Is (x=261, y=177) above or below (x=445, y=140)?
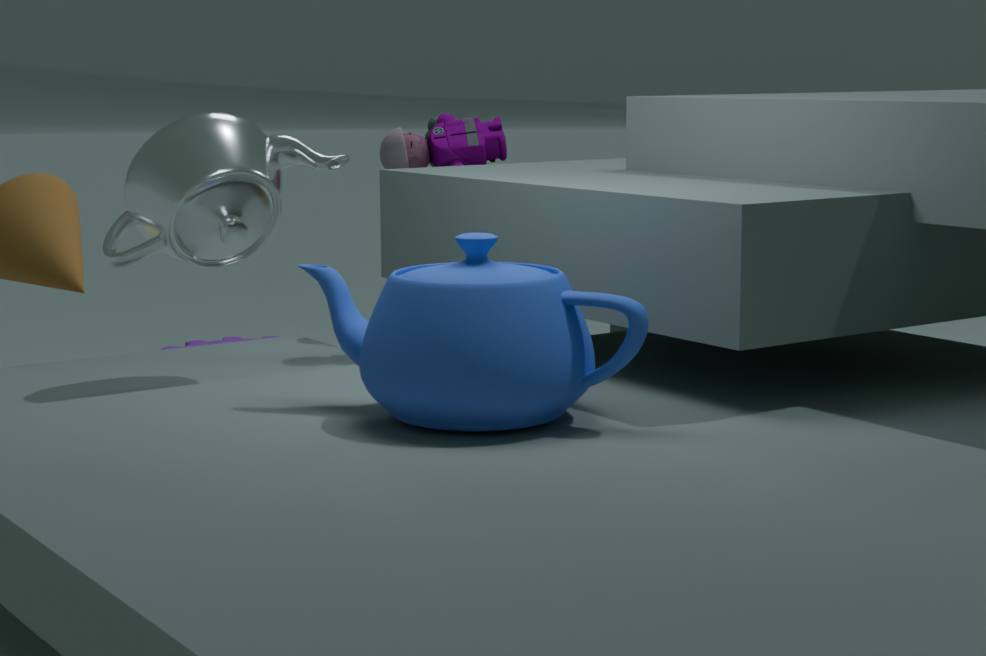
above
